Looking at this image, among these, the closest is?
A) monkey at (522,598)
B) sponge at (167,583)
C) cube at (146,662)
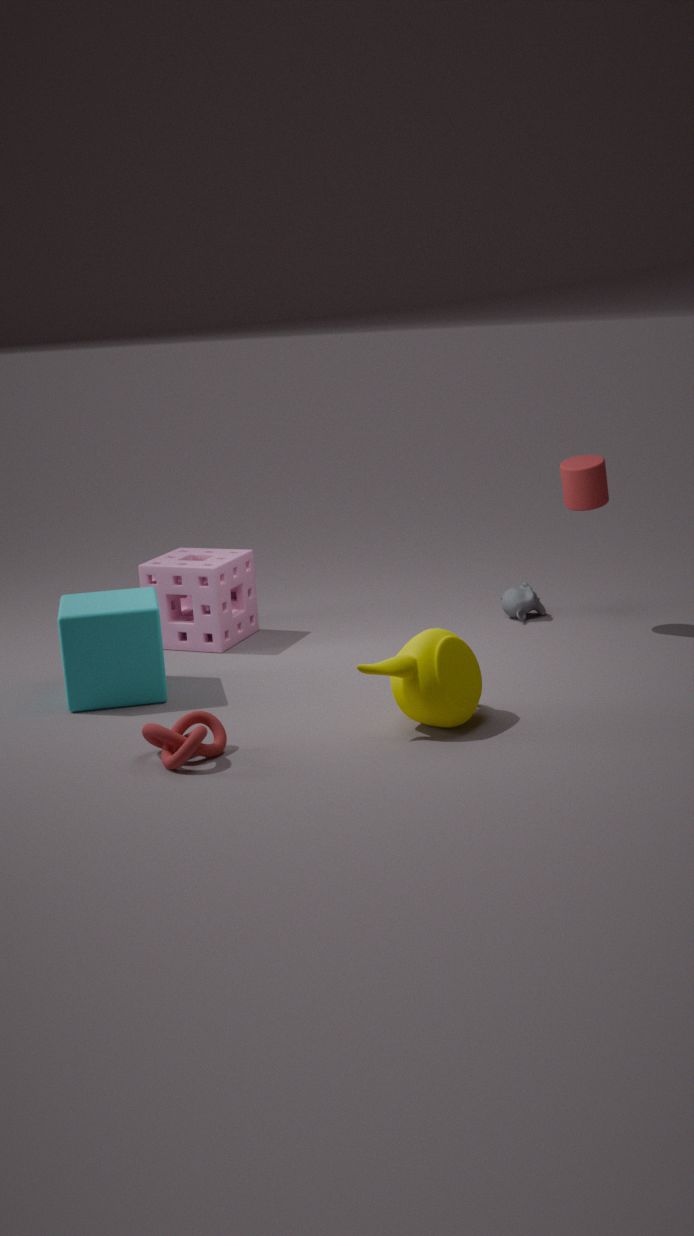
cube at (146,662)
